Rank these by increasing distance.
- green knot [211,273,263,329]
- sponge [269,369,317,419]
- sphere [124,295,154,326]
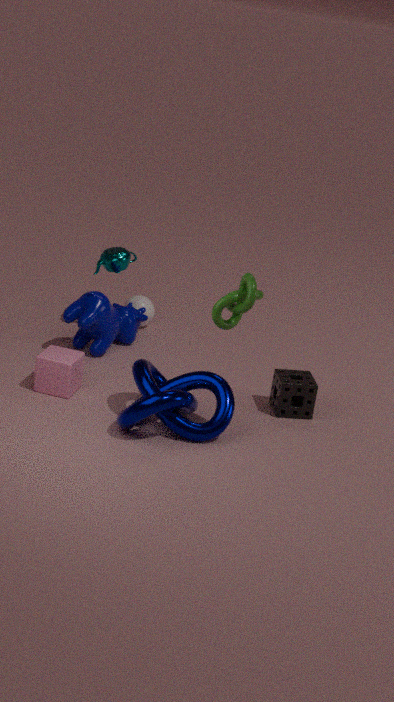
green knot [211,273,263,329] < sponge [269,369,317,419] < sphere [124,295,154,326]
